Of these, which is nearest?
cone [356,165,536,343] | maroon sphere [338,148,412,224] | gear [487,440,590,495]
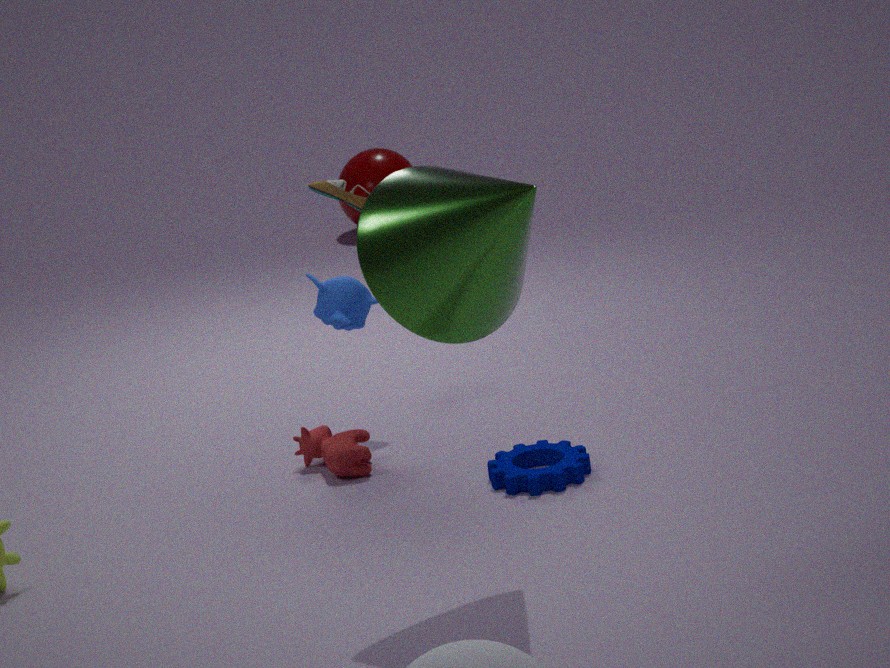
cone [356,165,536,343]
